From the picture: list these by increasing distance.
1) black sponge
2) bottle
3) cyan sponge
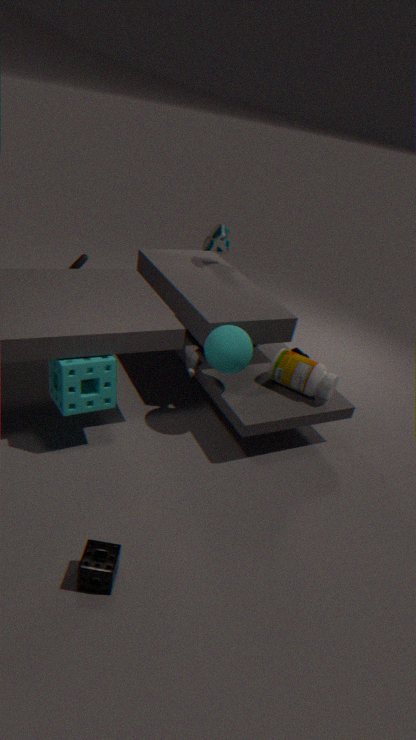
1. 1. black sponge
2. 3. cyan sponge
3. 2. bottle
